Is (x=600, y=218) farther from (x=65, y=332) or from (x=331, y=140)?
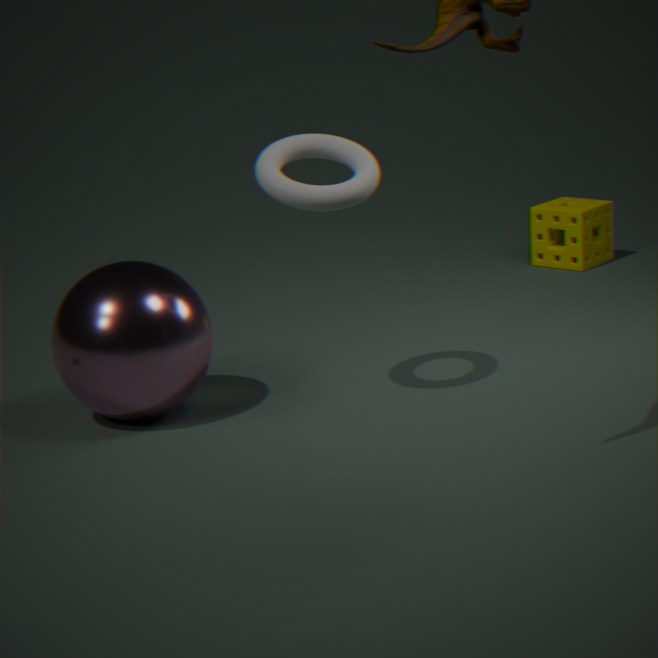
(x=65, y=332)
